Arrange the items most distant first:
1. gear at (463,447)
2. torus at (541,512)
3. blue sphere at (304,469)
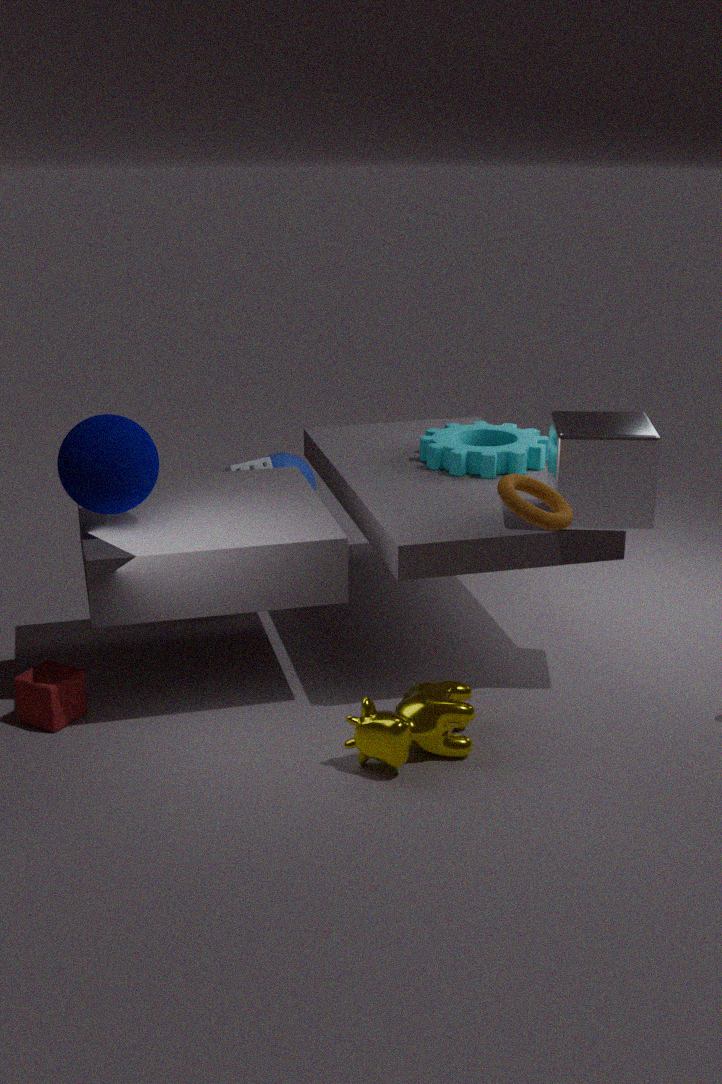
blue sphere at (304,469)
gear at (463,447)
torus at (541,512)
